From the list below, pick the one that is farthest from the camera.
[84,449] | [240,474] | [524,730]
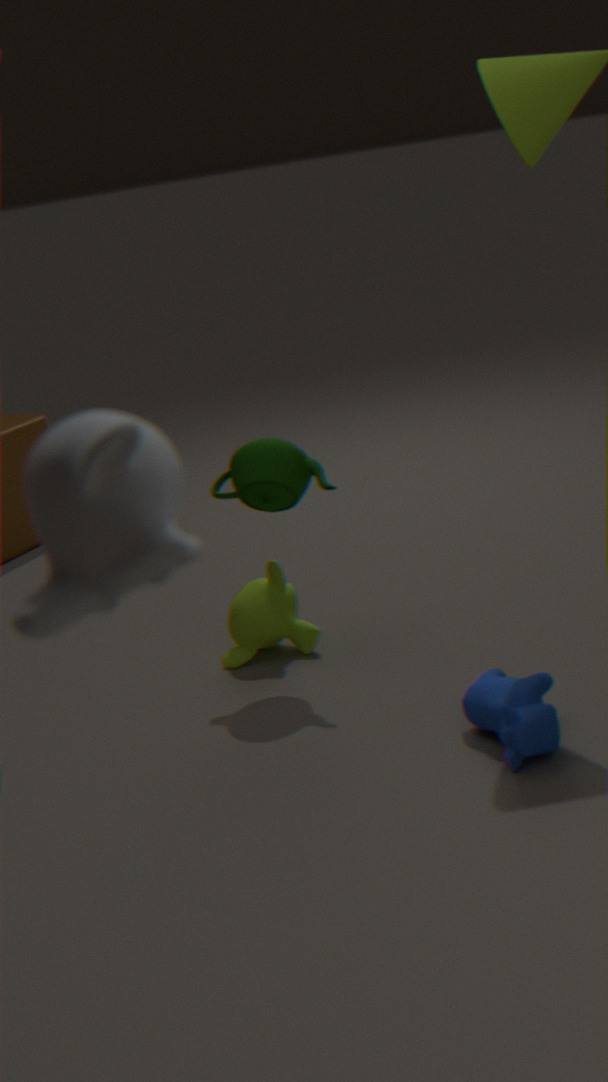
[240,474]
